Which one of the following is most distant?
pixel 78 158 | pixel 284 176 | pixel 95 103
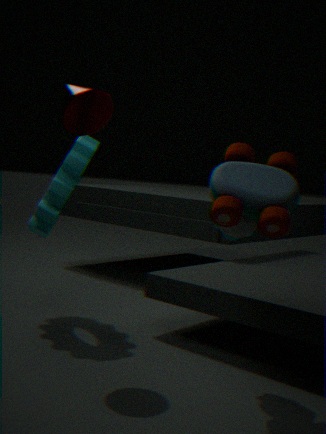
pixel 78 158
